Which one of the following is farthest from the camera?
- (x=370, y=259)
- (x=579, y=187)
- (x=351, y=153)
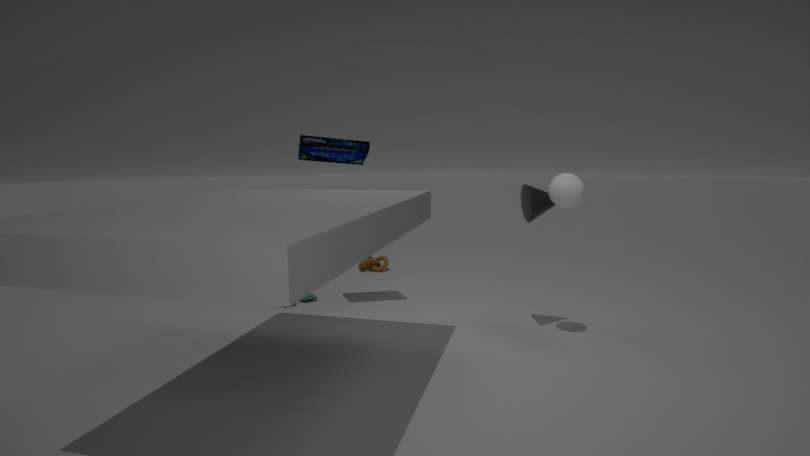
(x=370, y=259)
